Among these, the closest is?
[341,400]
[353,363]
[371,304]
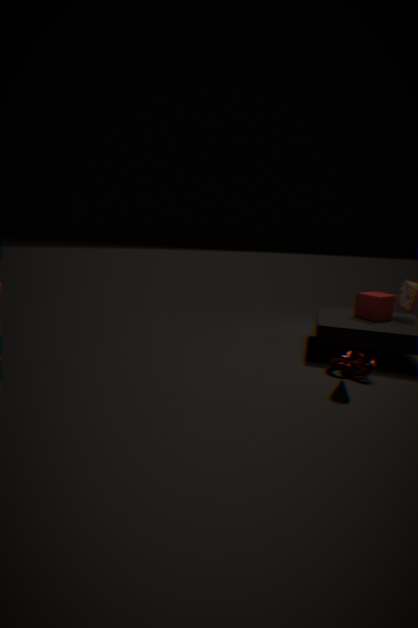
[341,400]
